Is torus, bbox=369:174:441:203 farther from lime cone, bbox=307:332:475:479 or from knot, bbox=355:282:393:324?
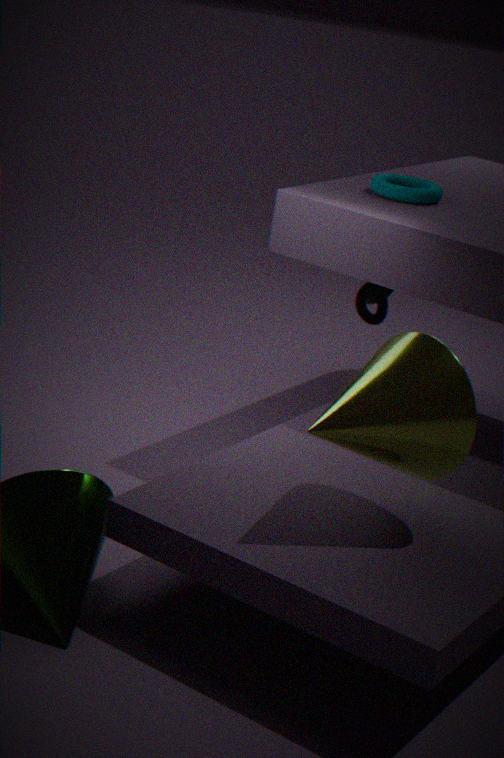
lime cone, bbox=307:332:475:479
